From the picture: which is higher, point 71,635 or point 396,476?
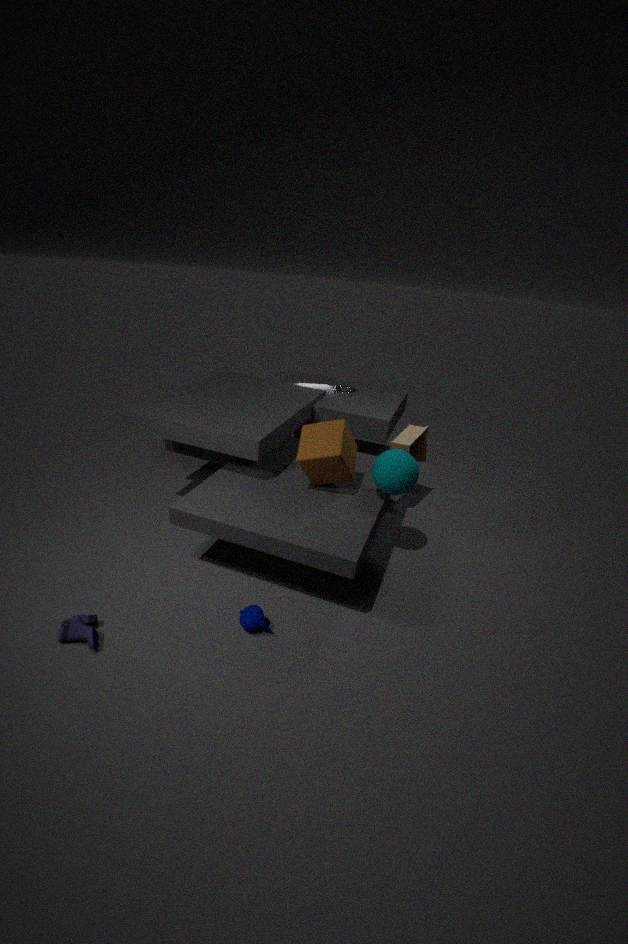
point 396,476
